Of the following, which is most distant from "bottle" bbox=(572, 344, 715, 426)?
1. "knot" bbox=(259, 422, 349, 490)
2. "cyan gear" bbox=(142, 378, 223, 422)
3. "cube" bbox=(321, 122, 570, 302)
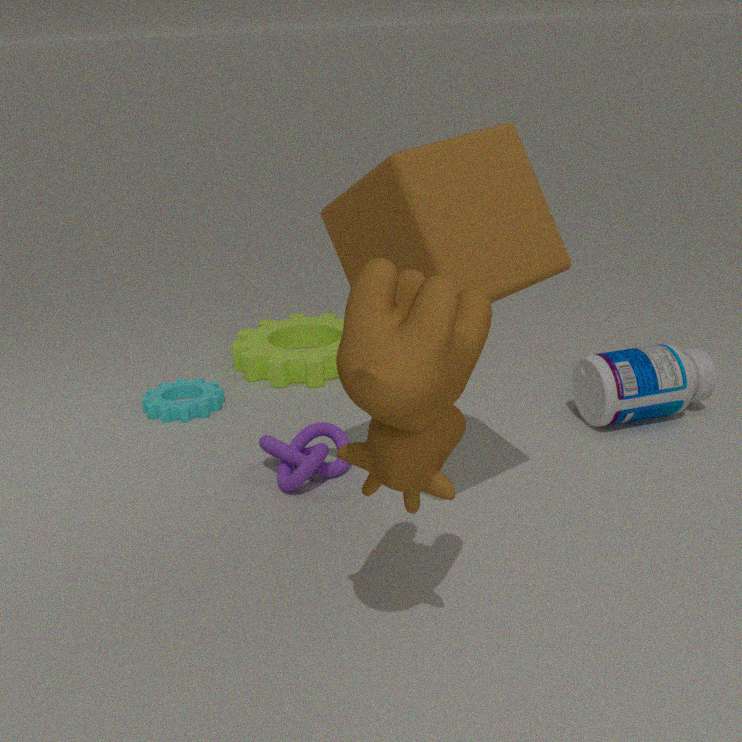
"cyan gear" bbox=(142, 378, 223, 422)
